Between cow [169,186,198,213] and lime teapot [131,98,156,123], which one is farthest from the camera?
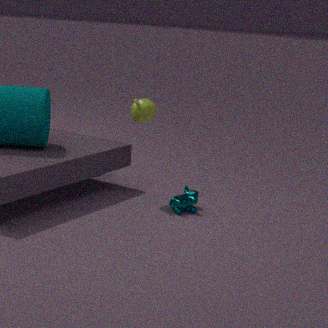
lime teapot [131,98,156,123]
